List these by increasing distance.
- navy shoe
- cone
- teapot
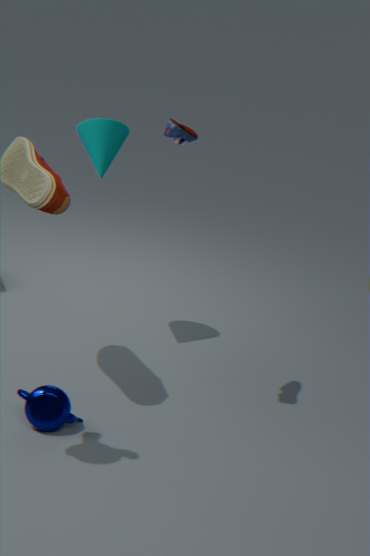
navy shoe < teapot < cone
